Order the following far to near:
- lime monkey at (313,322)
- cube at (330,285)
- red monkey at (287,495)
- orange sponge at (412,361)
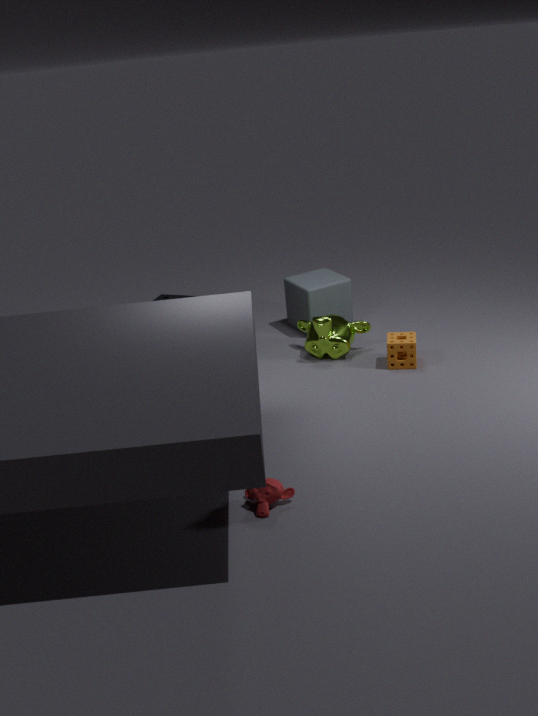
cube at (330,285), lime monkey at (313,322), orange sponge at (412,361), red monkey at (287,495)
